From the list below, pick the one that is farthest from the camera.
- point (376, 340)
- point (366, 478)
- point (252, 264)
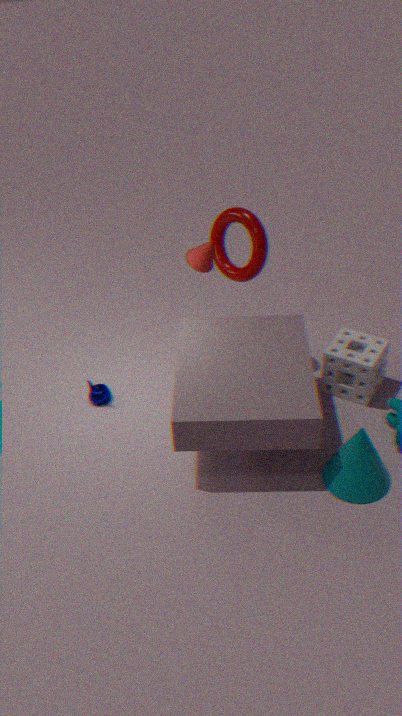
point (376, 340)
